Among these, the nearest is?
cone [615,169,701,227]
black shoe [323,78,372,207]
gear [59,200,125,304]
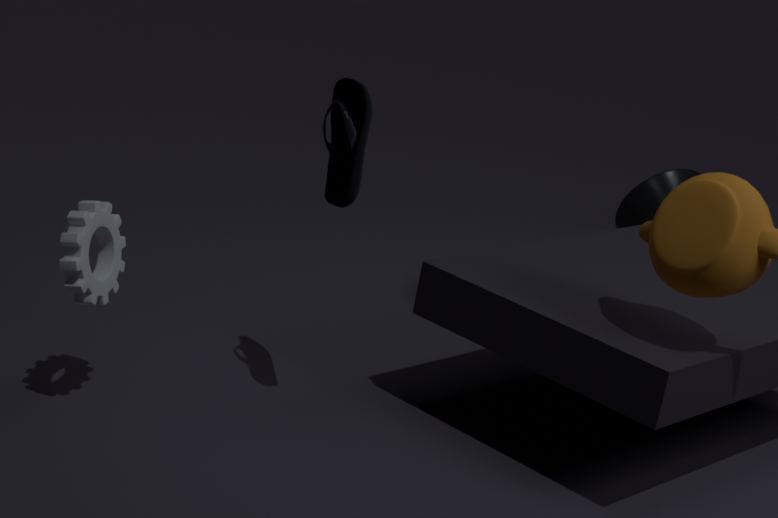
gear [59,200,125,304]
